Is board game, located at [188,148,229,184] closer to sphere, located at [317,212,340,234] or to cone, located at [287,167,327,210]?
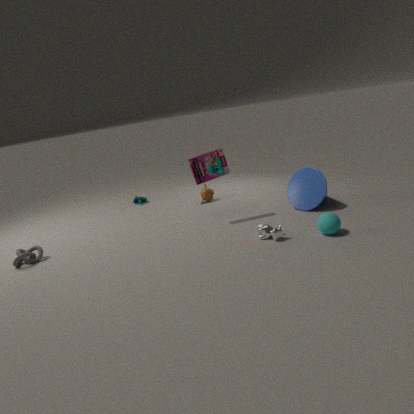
cone, located at [287,167,327,210]
